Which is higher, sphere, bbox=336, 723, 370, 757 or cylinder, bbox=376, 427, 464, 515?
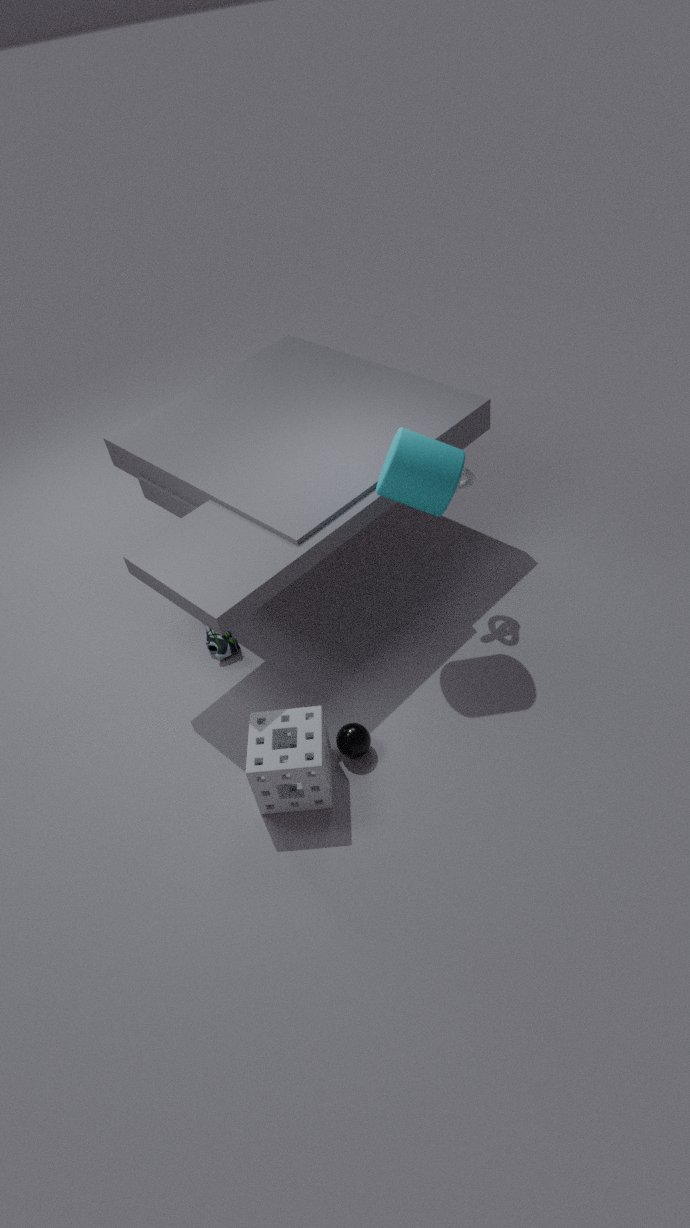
cylinder, bbox=376, 427, 464, 515
